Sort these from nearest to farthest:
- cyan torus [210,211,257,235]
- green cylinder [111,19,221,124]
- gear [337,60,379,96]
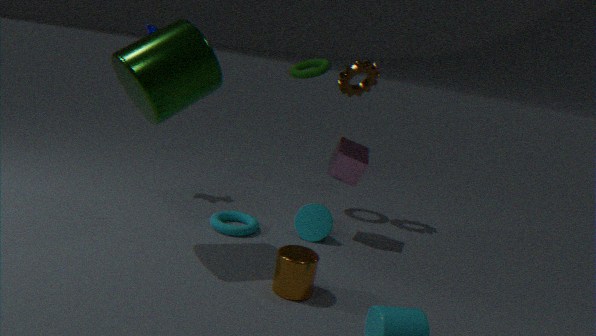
1. green cylinder [111,19,221,124]
2. cyan torus [210,211,257,235]
3. gear [337,60,379,96]
